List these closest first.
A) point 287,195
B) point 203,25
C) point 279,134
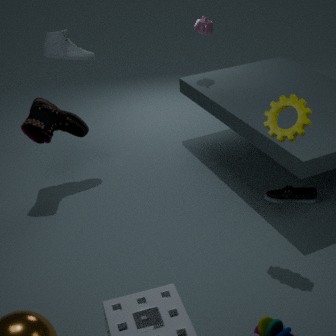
point 279,134
point 287,195
point 203,25
